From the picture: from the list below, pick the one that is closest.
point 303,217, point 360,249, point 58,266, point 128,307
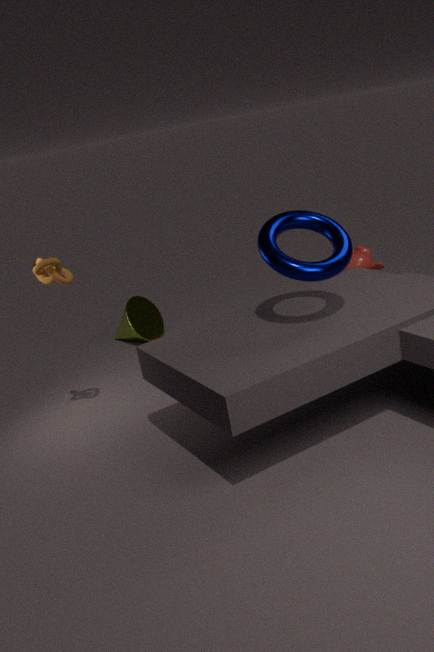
point 303,217
